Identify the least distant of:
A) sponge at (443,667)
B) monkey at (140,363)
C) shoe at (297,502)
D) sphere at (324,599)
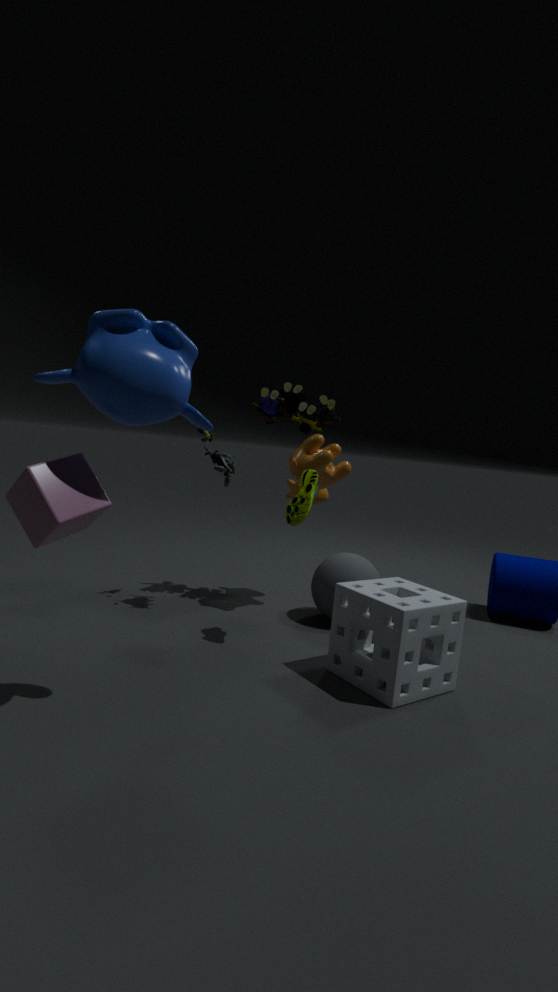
monkey at (140,363)
